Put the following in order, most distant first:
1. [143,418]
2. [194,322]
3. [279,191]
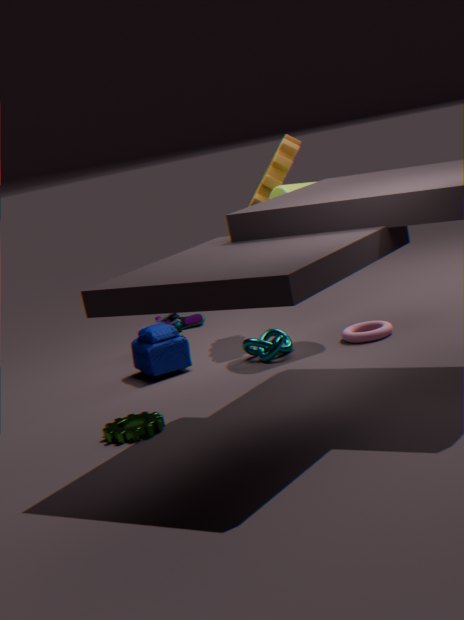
[194,322], [279,191], [143,418]
